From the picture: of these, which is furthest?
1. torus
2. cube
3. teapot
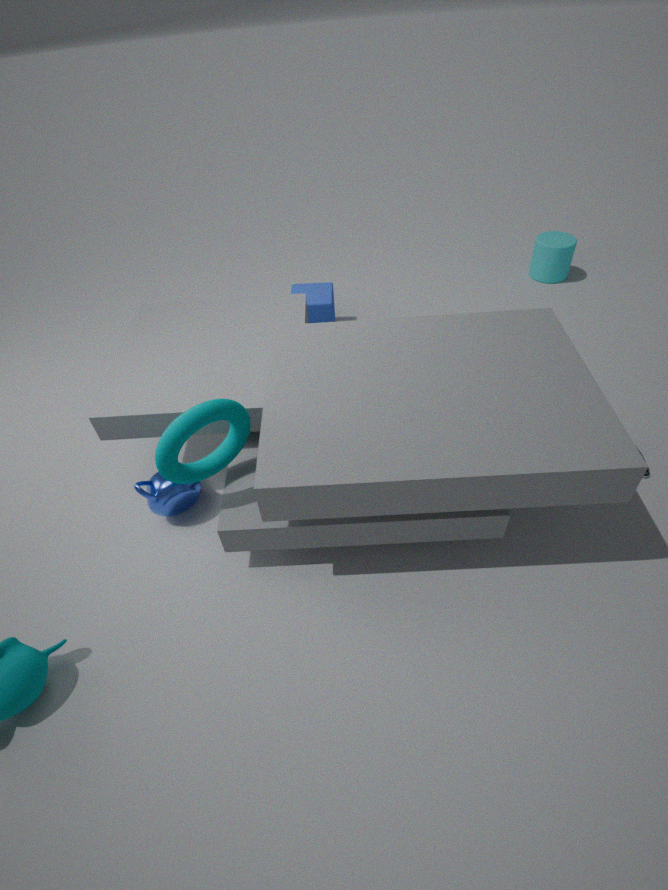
cube
